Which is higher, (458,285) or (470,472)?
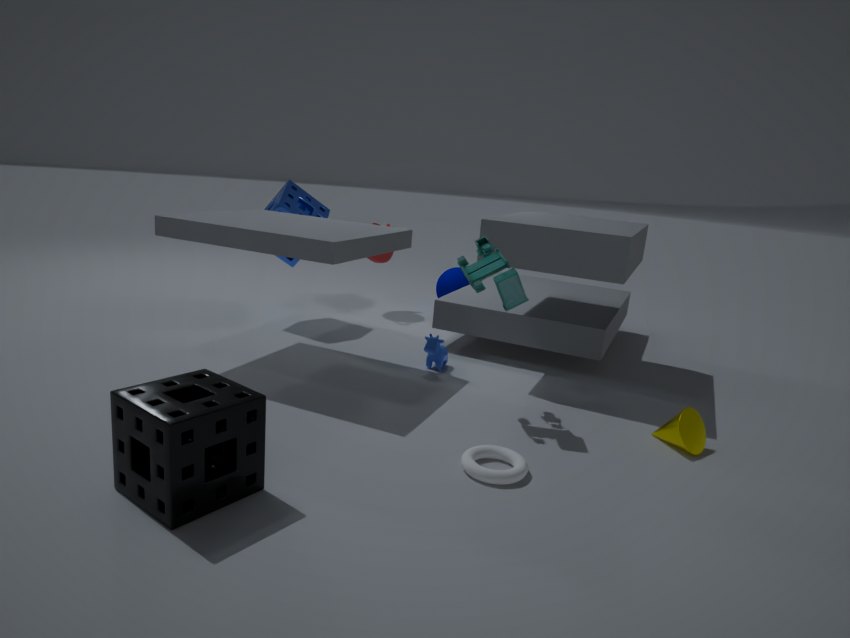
(458,285)
